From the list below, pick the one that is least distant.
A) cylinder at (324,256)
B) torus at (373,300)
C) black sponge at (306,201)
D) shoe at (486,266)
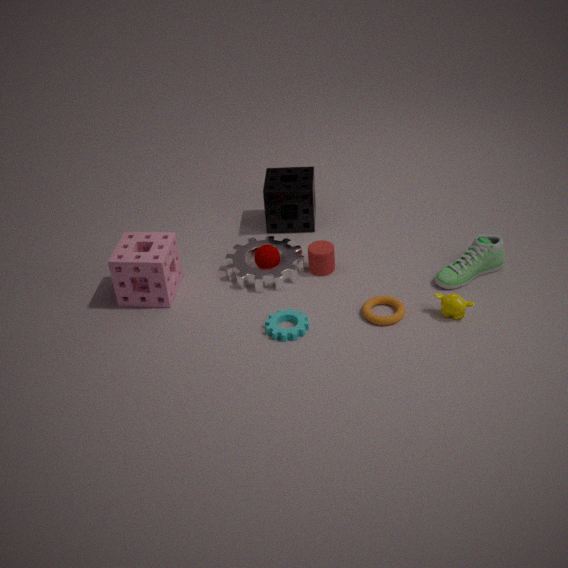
B. torus at (373,300)
